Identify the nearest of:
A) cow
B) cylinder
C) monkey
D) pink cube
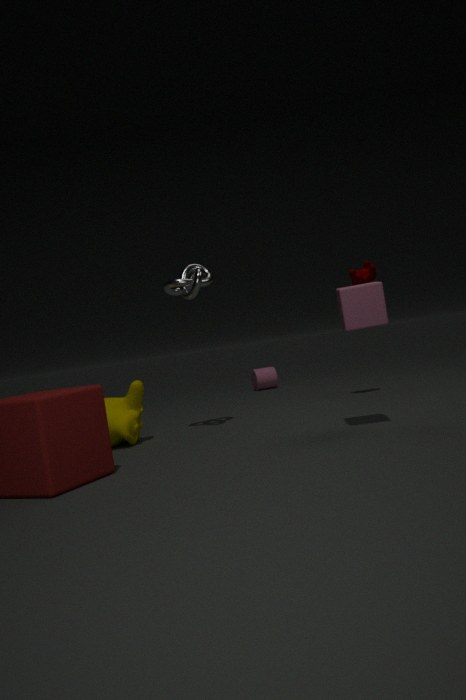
pink cube
